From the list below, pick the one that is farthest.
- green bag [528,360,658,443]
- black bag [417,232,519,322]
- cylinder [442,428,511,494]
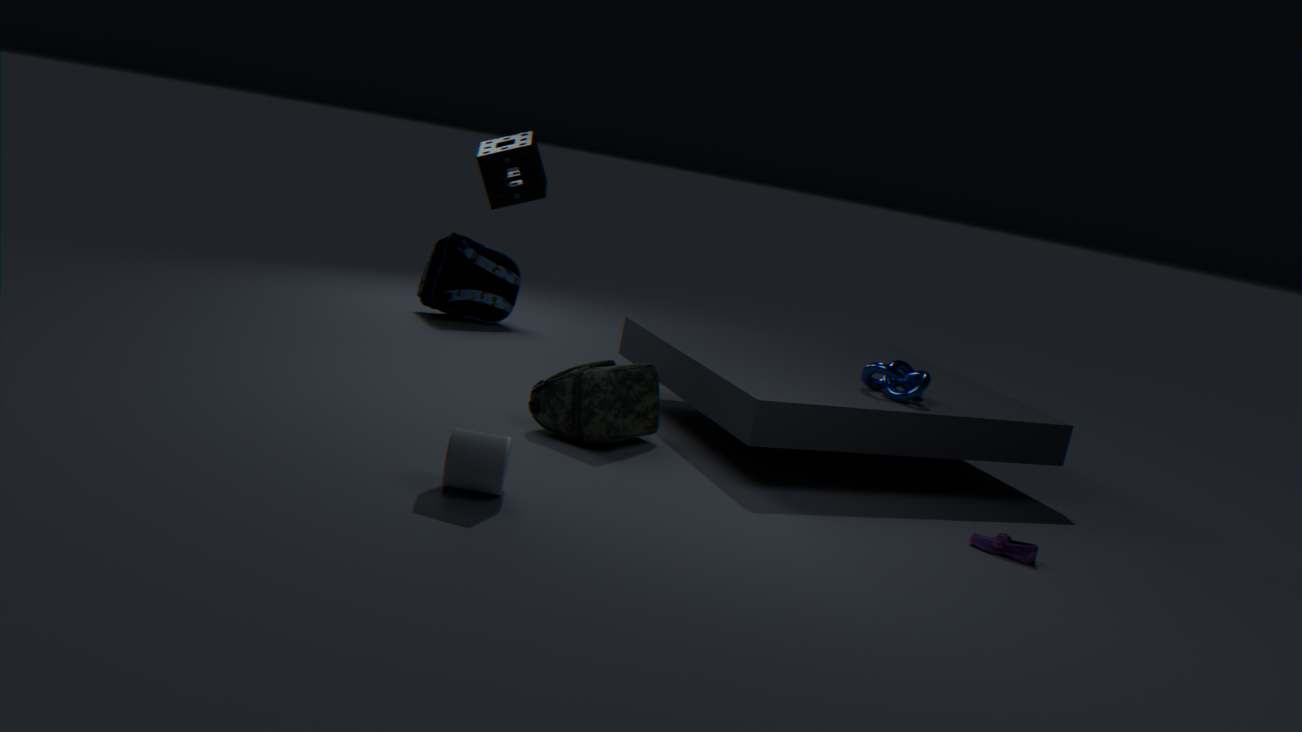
black bag [417,232,519,322]
